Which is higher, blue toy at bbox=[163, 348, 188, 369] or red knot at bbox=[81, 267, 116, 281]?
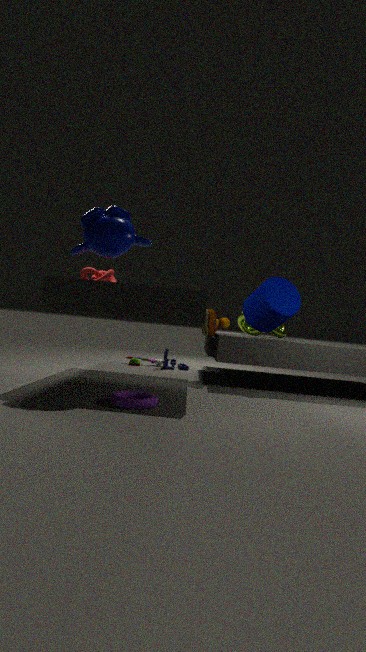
red knot at bbox=[81, 267, 116, 281]
